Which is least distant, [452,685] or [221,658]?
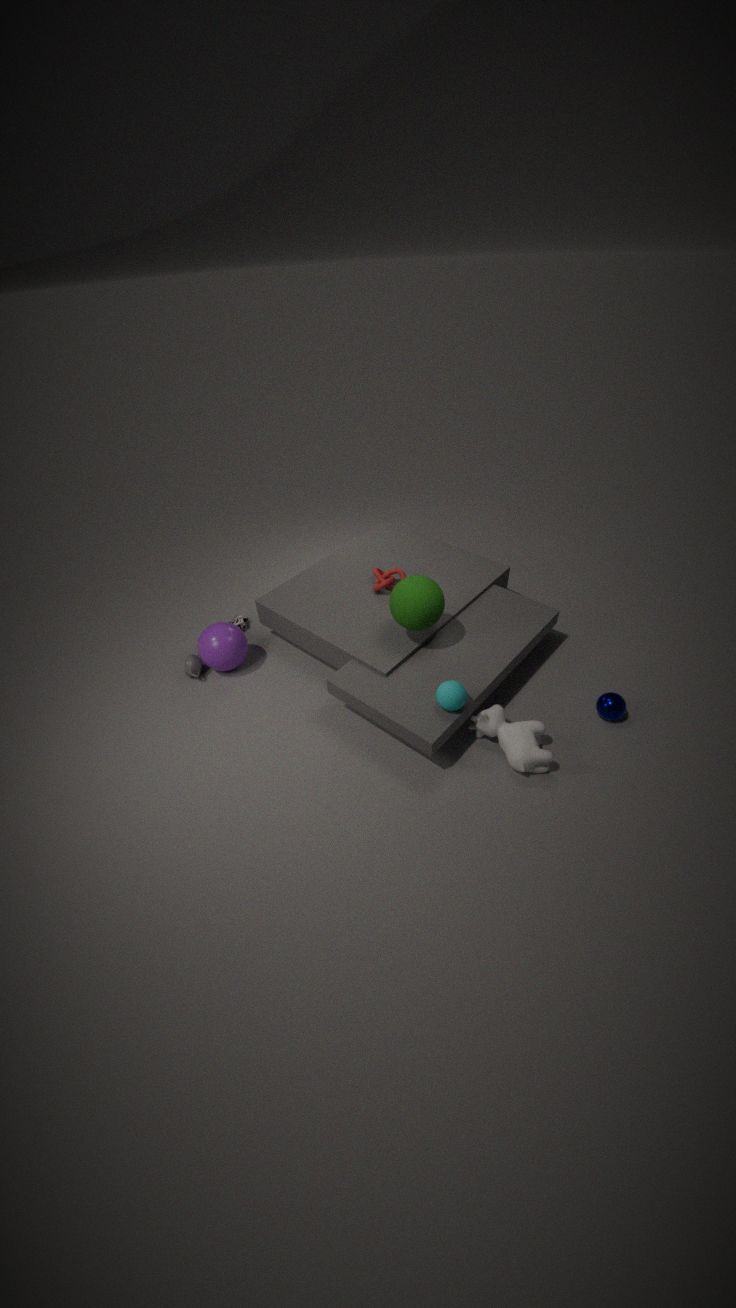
[452,685]
